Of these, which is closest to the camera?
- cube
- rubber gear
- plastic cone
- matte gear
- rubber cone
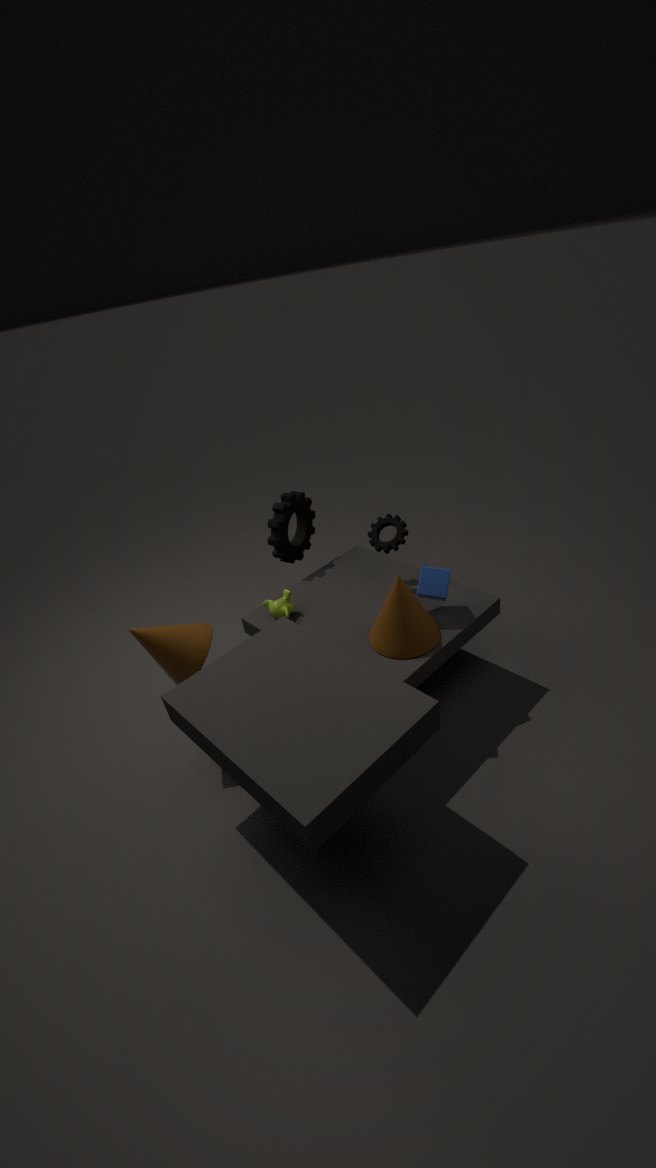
rubber cone
